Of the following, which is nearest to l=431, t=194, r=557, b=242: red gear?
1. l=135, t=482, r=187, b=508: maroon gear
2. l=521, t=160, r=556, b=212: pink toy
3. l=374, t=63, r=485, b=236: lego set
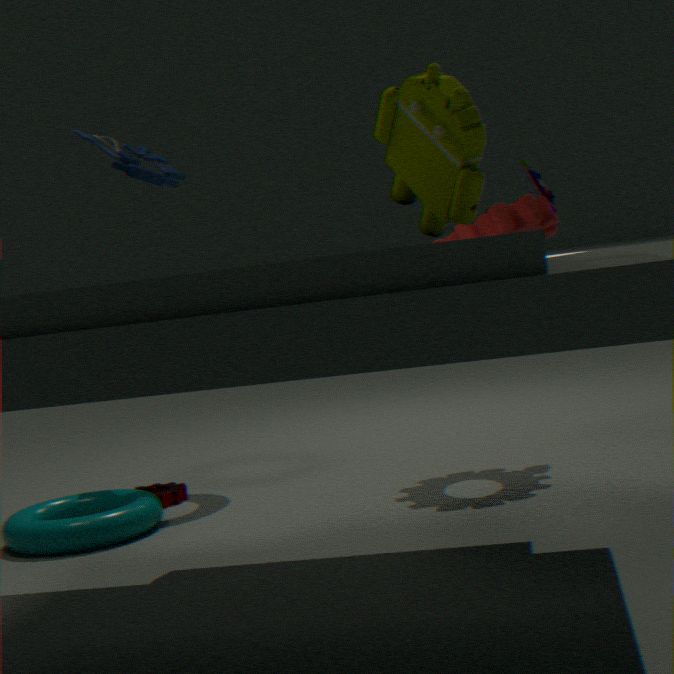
l=521, t=160, r=556, b=212: pink toy
